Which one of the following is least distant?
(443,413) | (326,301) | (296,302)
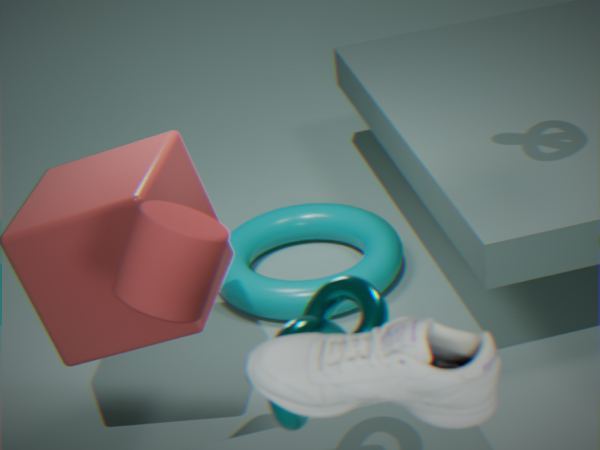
(443,413)
